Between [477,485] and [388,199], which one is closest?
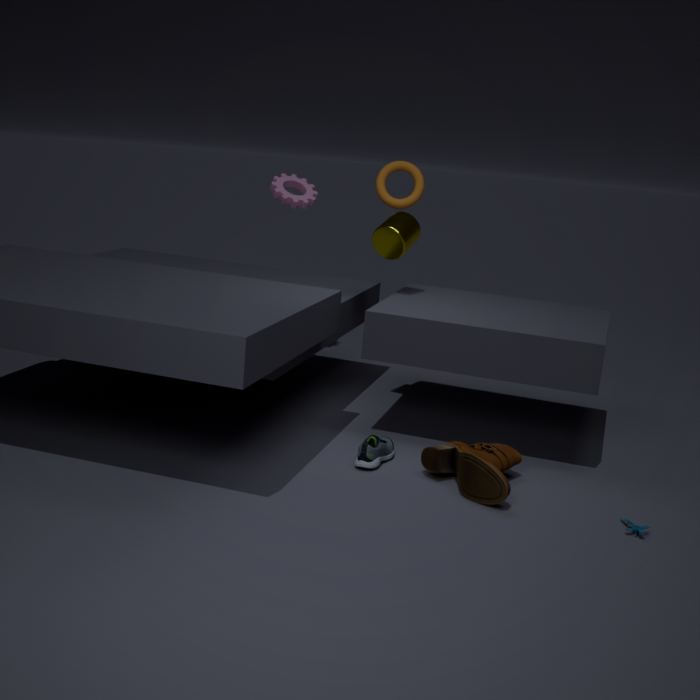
[477,485]
